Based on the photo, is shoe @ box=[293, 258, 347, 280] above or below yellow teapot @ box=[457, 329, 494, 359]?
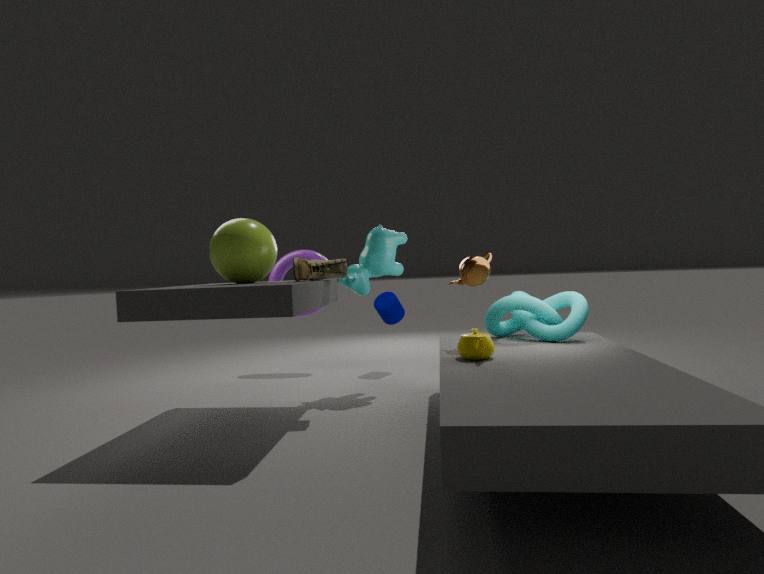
above
